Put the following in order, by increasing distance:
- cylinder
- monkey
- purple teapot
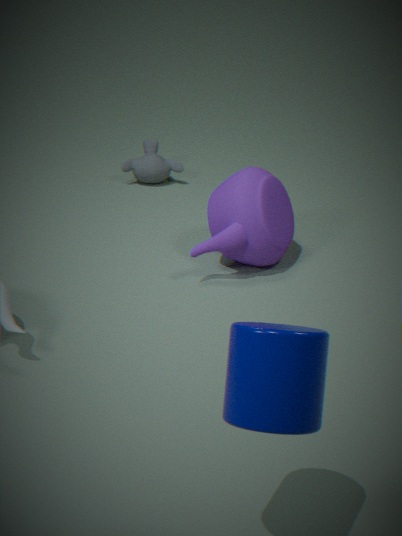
cylinder
purple teapot
monkey
